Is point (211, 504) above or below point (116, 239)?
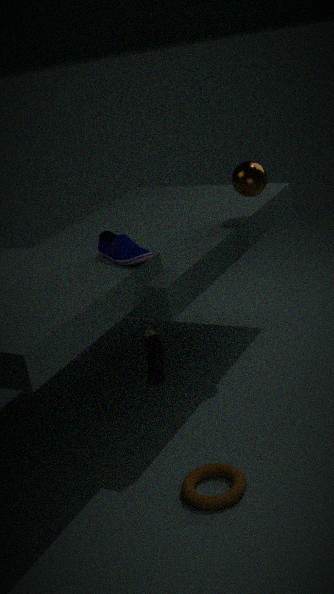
below
